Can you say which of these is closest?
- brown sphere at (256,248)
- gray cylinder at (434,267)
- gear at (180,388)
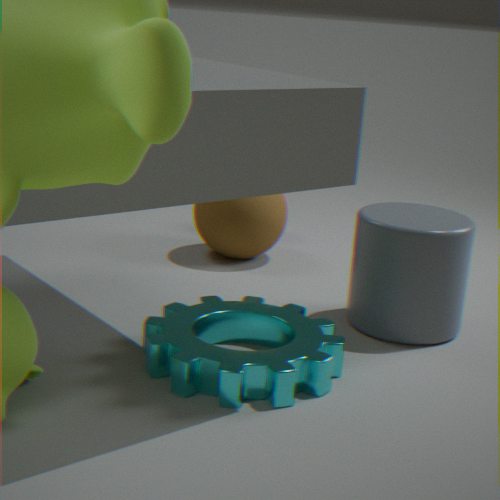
gear at (180,388)
